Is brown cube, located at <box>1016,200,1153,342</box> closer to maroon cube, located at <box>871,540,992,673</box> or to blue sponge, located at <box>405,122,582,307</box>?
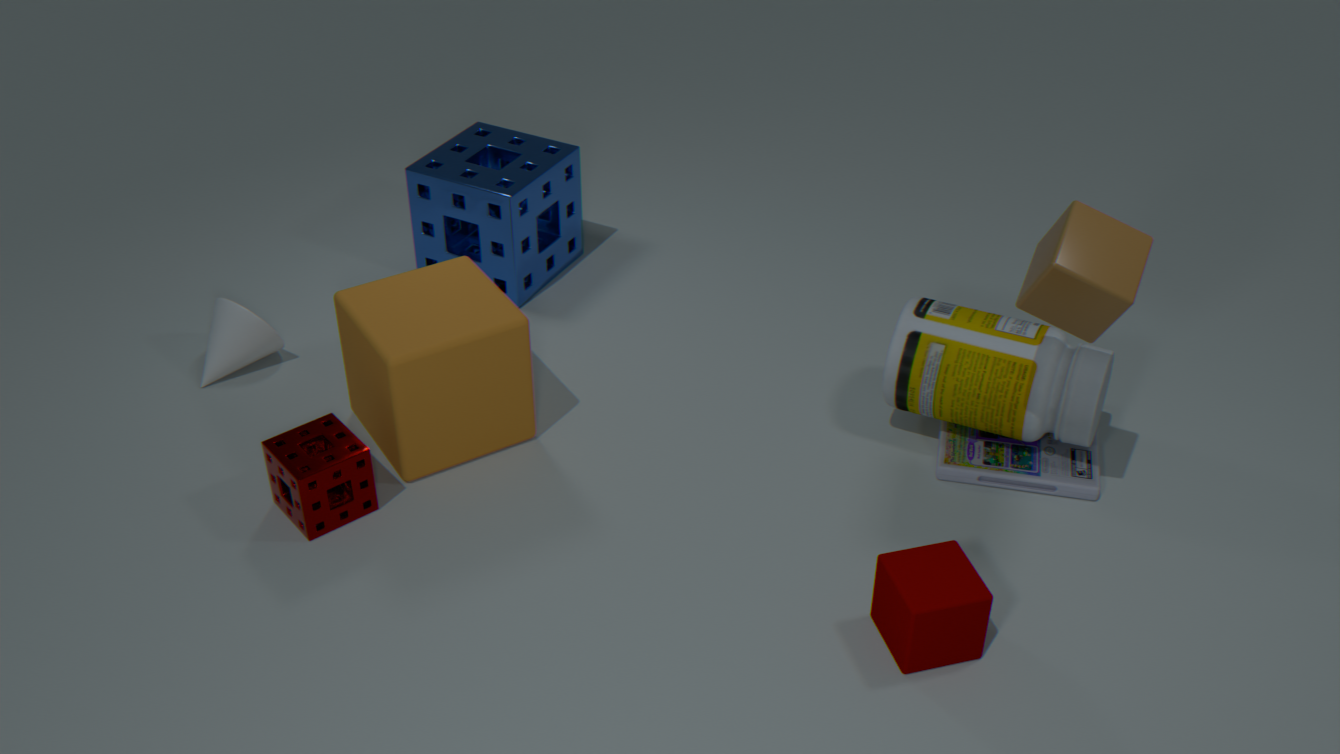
maroon cube, located at <box>871,540,992,673</box>
